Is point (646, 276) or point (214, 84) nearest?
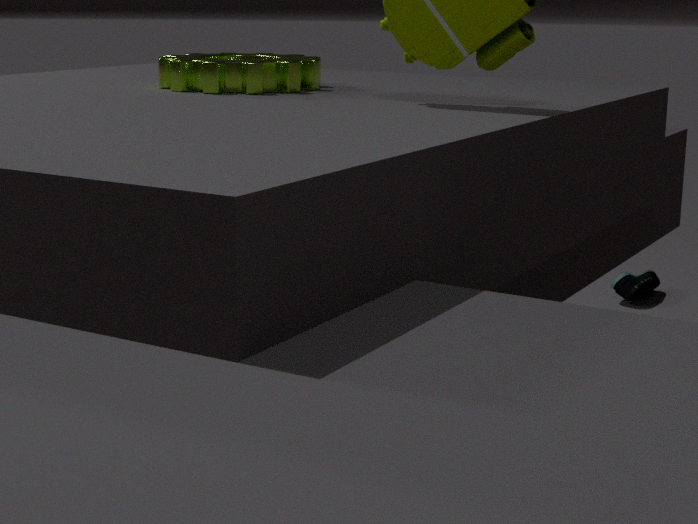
point (214, 84)
